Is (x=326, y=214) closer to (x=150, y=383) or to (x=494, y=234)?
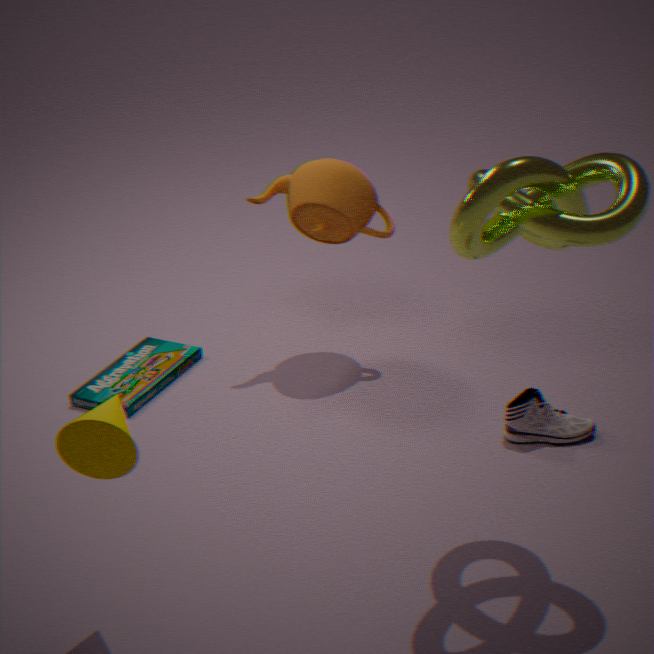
(x=150, y=383)
